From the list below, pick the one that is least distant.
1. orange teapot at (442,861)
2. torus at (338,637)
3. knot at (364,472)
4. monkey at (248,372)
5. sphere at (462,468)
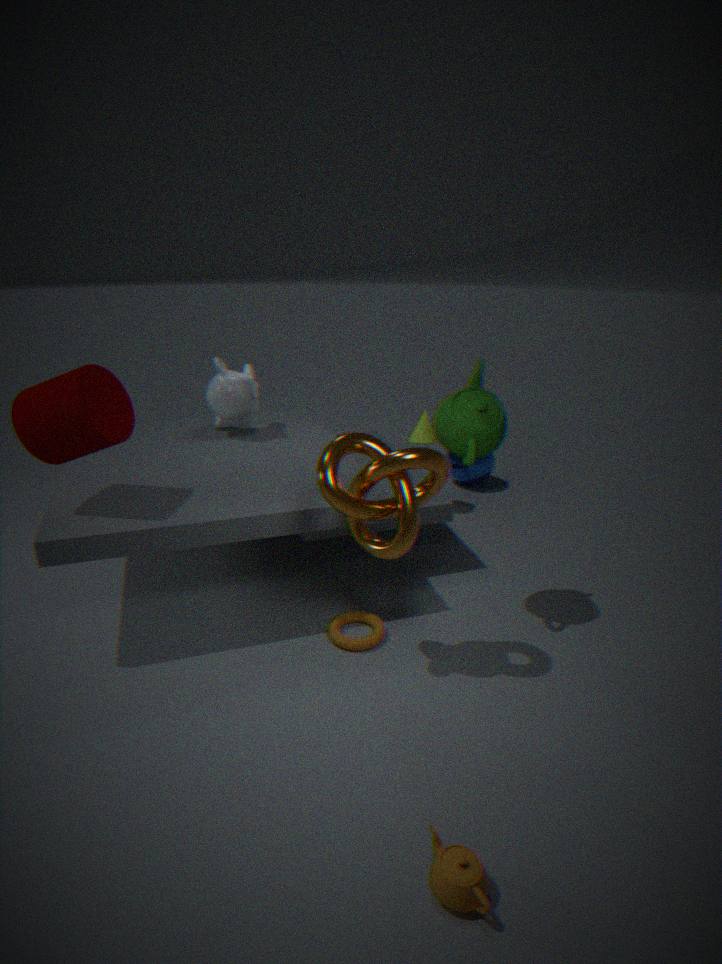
orange teapot at (442,861)
